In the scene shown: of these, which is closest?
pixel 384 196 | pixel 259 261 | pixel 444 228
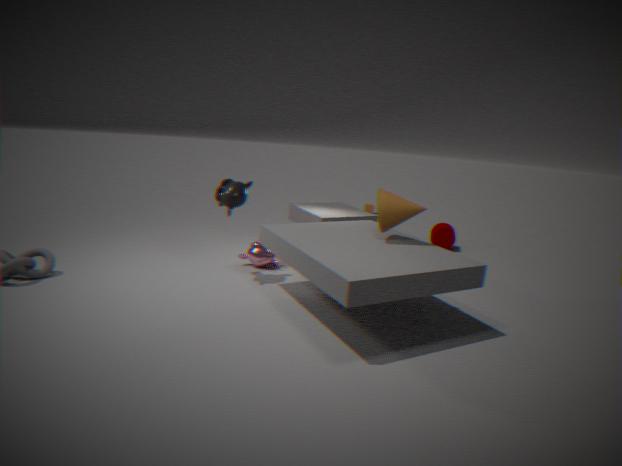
pixel 384 196
